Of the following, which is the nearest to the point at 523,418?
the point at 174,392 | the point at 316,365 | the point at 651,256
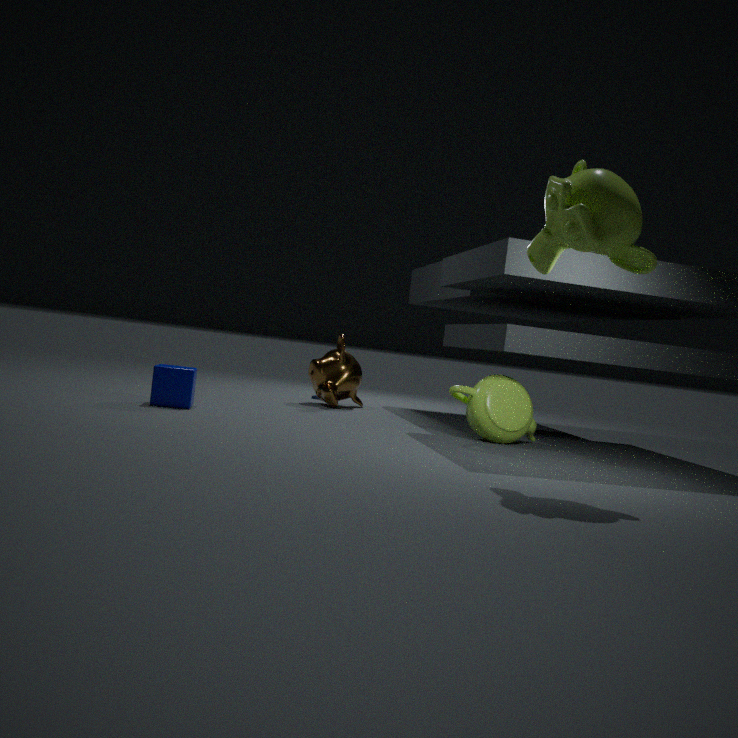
the point at 316,365
